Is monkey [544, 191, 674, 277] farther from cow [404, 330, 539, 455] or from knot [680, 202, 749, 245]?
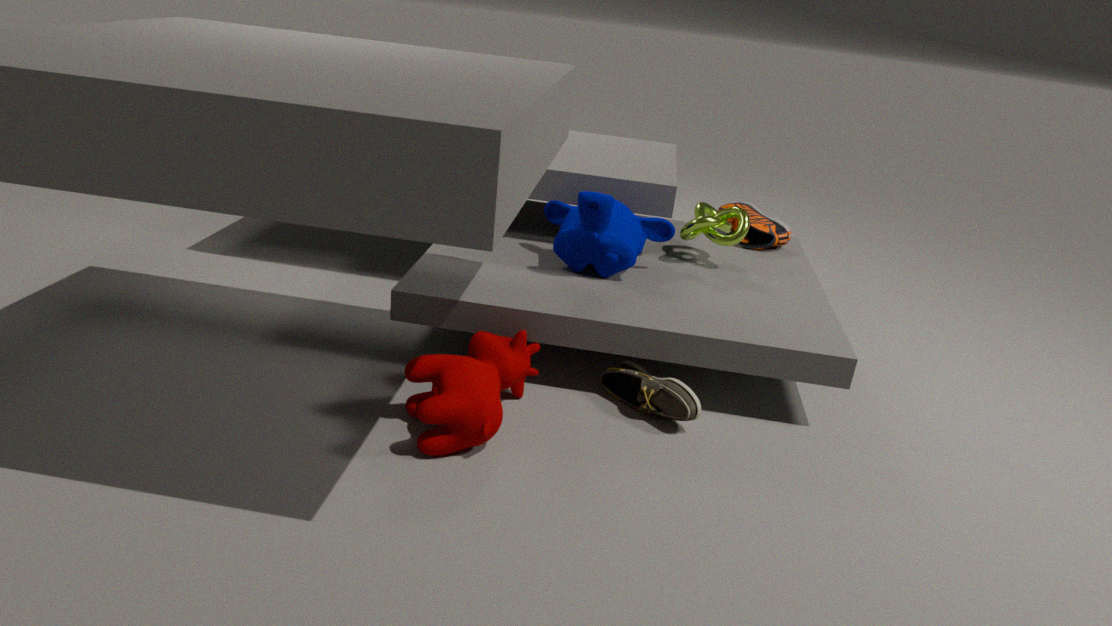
cow [404, 330, 539, 455]
